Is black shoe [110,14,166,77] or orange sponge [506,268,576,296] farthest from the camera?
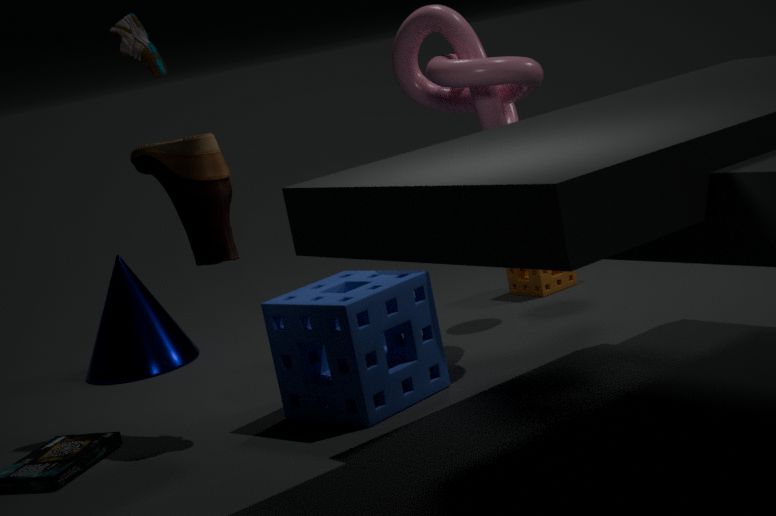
orange sponge [506,268,576,296]
